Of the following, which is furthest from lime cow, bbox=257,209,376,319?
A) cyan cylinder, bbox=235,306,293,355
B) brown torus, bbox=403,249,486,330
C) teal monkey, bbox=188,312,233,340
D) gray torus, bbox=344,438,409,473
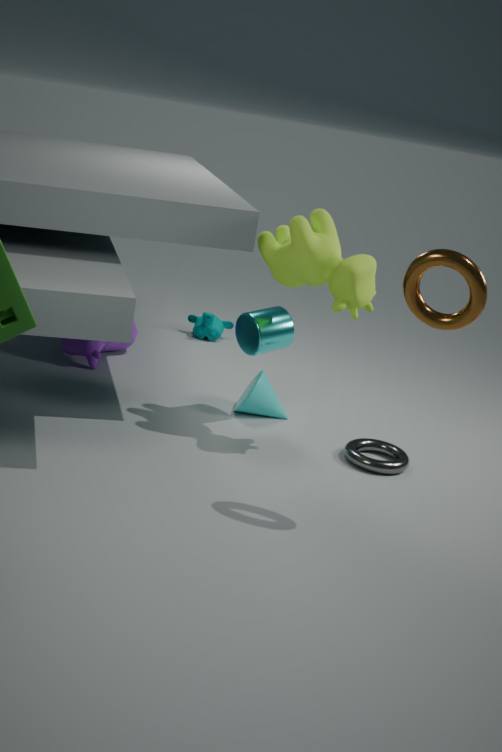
teal monkey, bbox=188,312,233,340
